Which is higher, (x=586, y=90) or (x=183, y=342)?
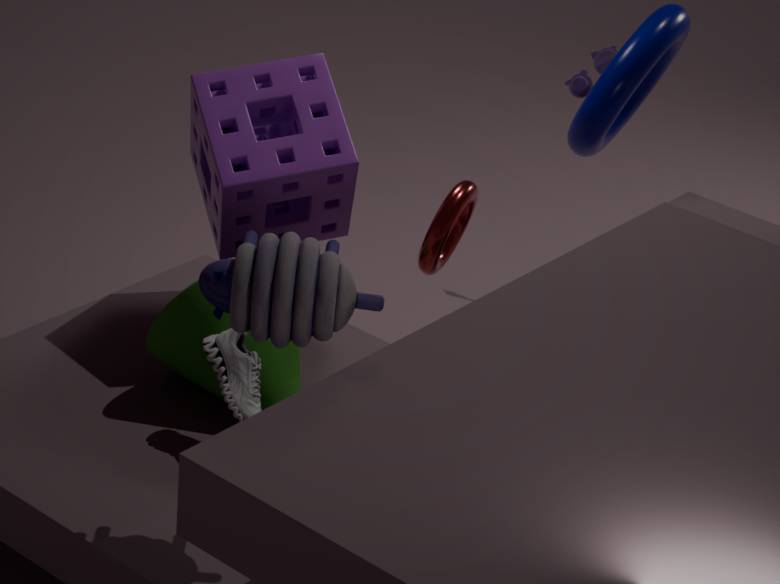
(x=586, y=90)
